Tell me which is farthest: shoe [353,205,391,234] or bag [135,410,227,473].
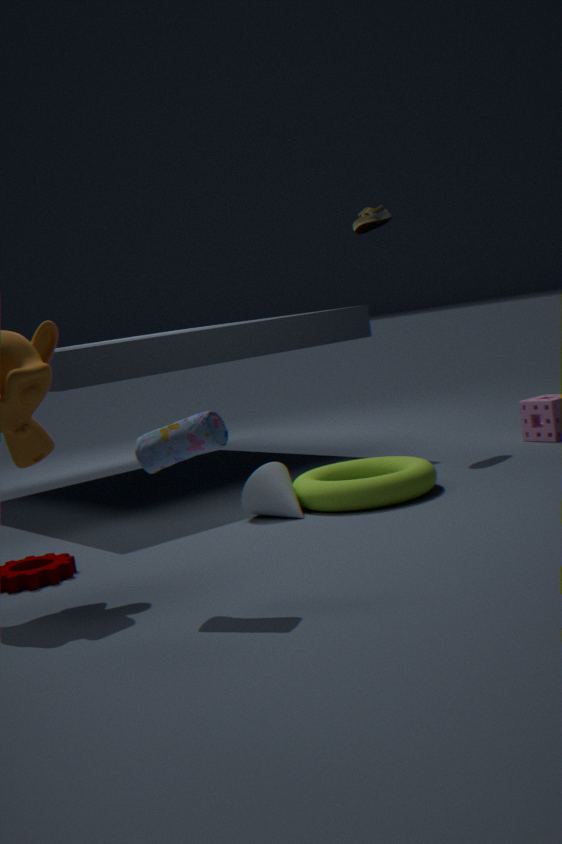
shoe [353,205,391,234]
